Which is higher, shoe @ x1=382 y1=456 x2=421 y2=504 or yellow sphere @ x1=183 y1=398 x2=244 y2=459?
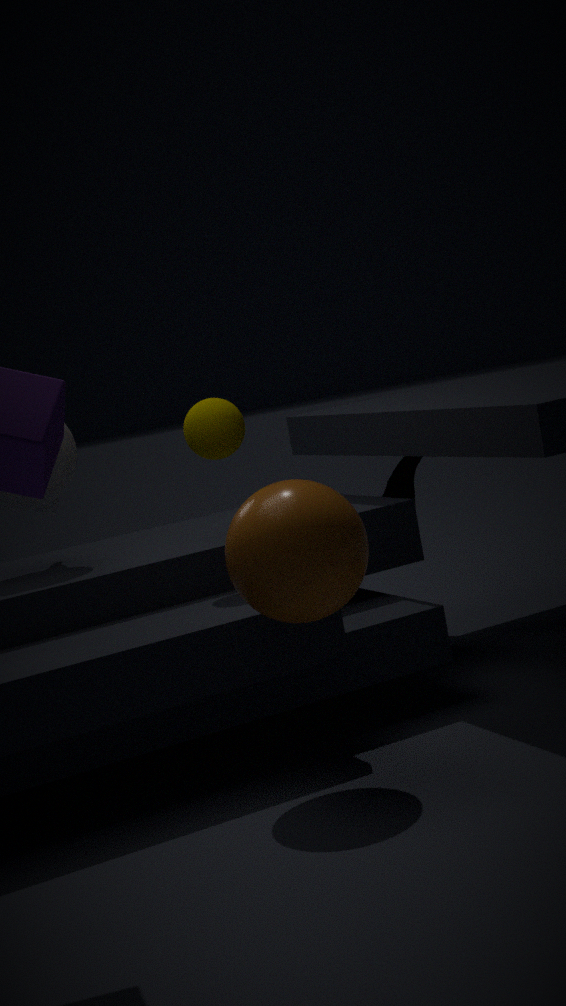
yellow sphere @ x1=183 y1=398 x2=244 y2=459
